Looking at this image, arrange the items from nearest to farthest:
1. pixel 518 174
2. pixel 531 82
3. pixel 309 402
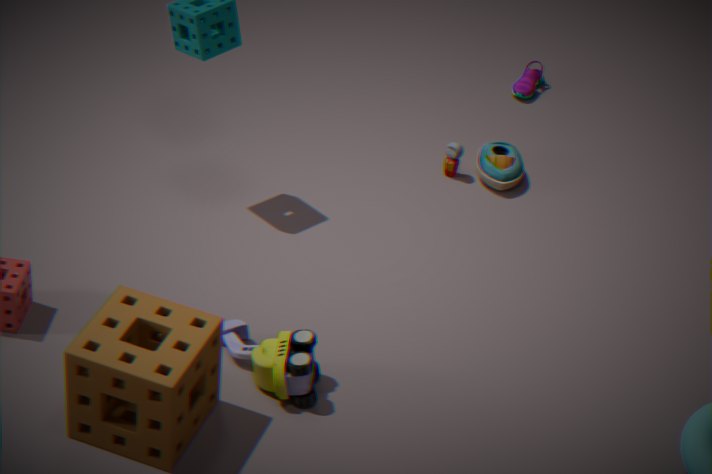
pixel 309 402 < pixel 518 174 < pixel 531 82
